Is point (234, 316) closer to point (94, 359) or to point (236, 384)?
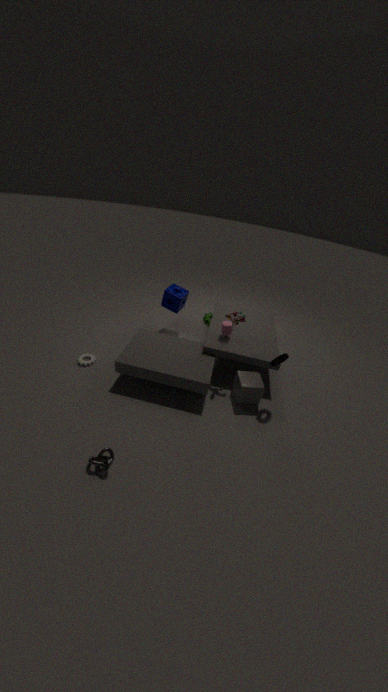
point (236, 384)
